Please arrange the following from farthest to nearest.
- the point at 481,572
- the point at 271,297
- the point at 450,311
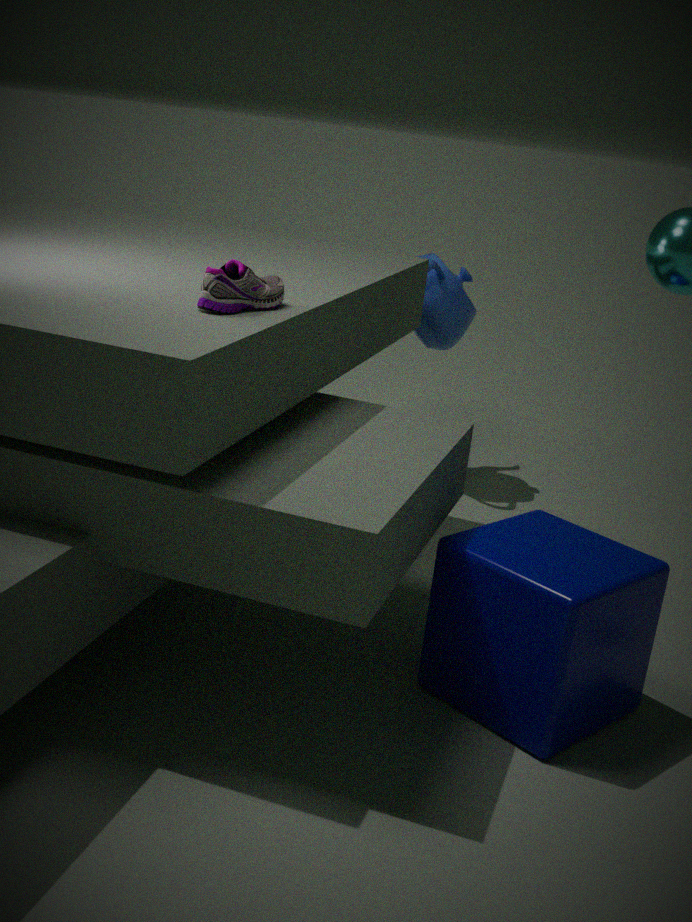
1. the point at 450,311
2. the point at 271,297
3. the point at 481,572
